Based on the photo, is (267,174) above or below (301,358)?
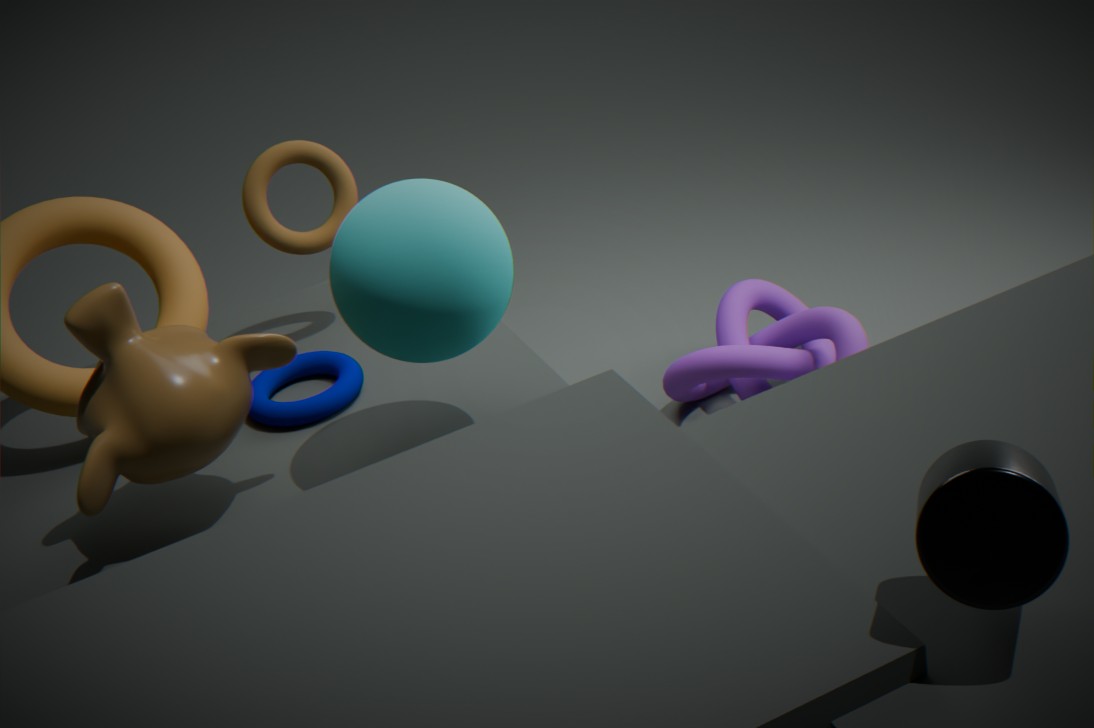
above
